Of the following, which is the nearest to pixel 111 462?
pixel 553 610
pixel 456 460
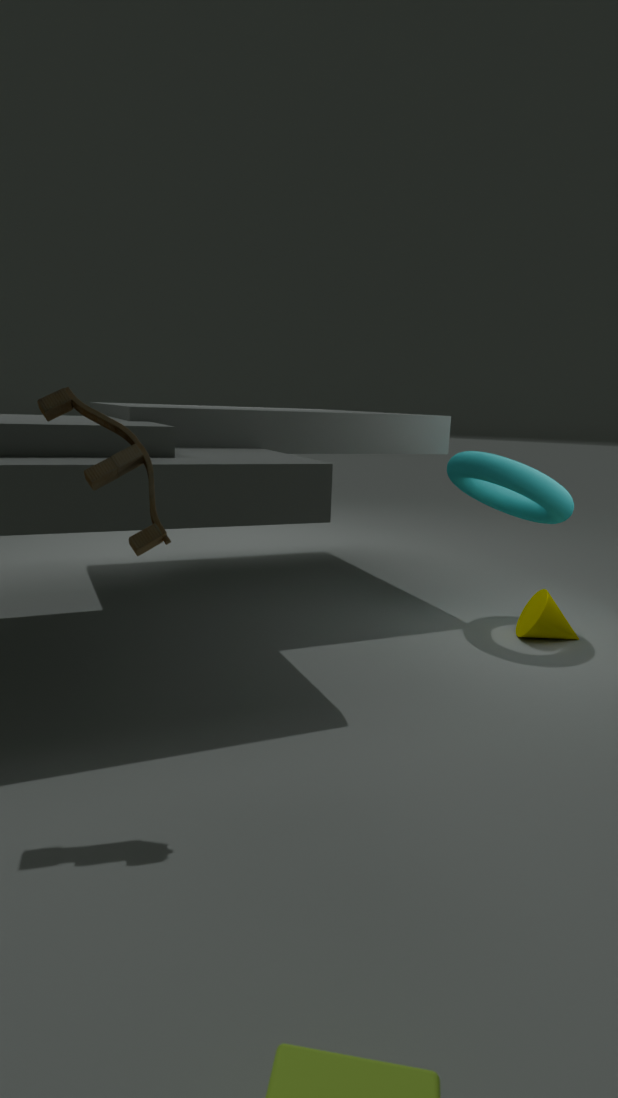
pixel 456 460
